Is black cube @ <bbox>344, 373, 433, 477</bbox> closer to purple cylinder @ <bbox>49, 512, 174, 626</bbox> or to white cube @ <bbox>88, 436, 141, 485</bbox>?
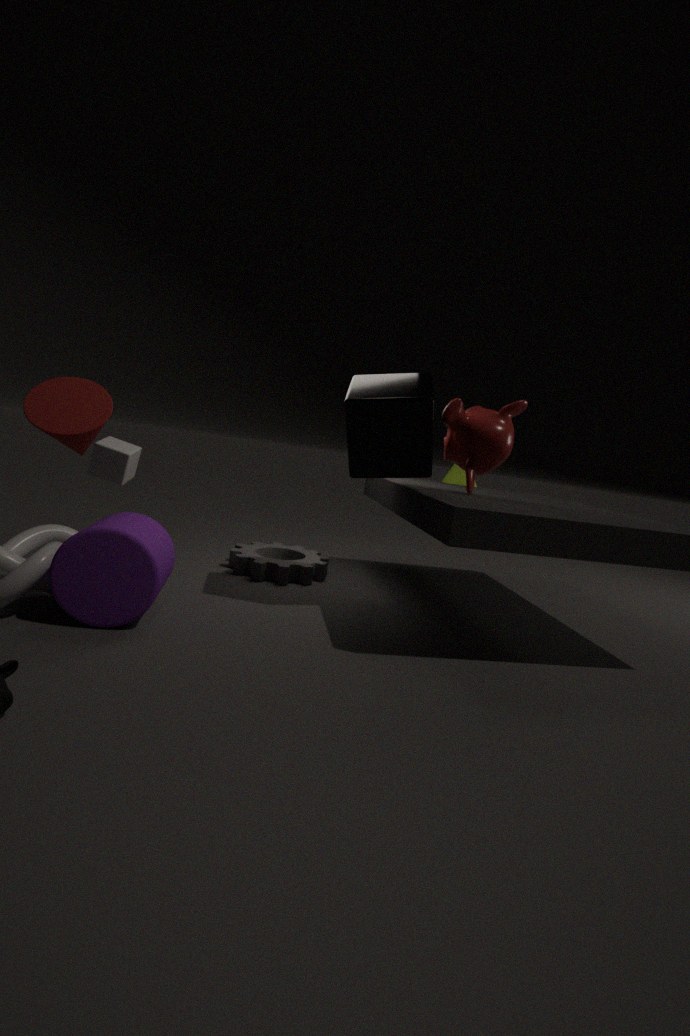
A: purple cylinder @ <bbox>49, 512, 174, 626</bbox>
